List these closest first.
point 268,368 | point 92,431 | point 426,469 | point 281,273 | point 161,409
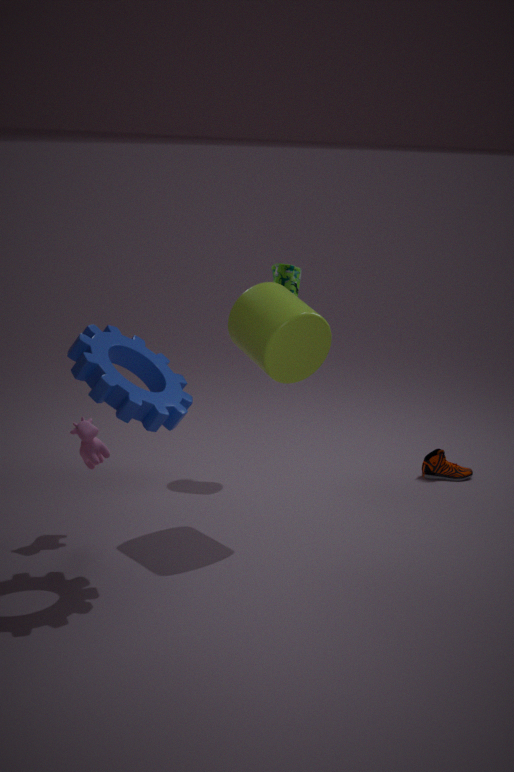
point 161,409 → point 268,368 → point 92,431 → point 281,273 → point 426,469
